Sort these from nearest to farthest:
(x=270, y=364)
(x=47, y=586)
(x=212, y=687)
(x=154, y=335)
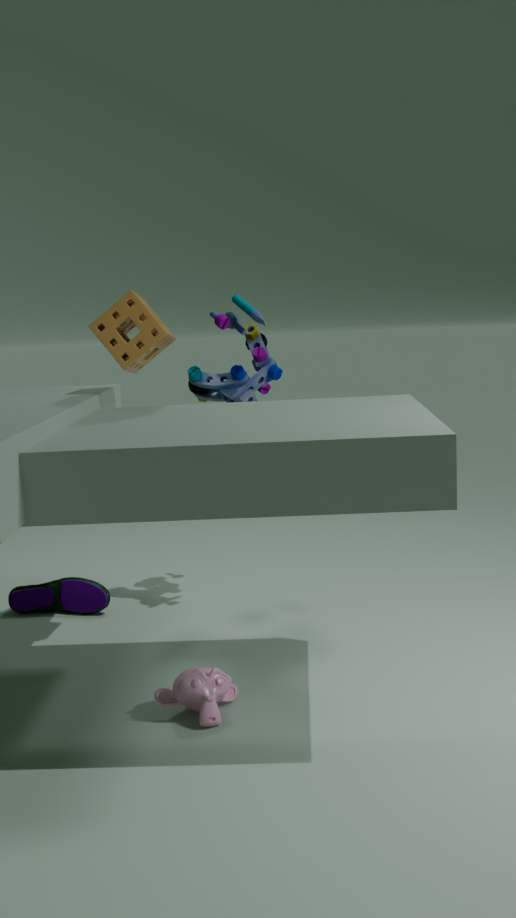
1. (x=212, y=687)
2. (x=154, y=335)
3. (x=270, y=364)
4. (x=47, y=586)
